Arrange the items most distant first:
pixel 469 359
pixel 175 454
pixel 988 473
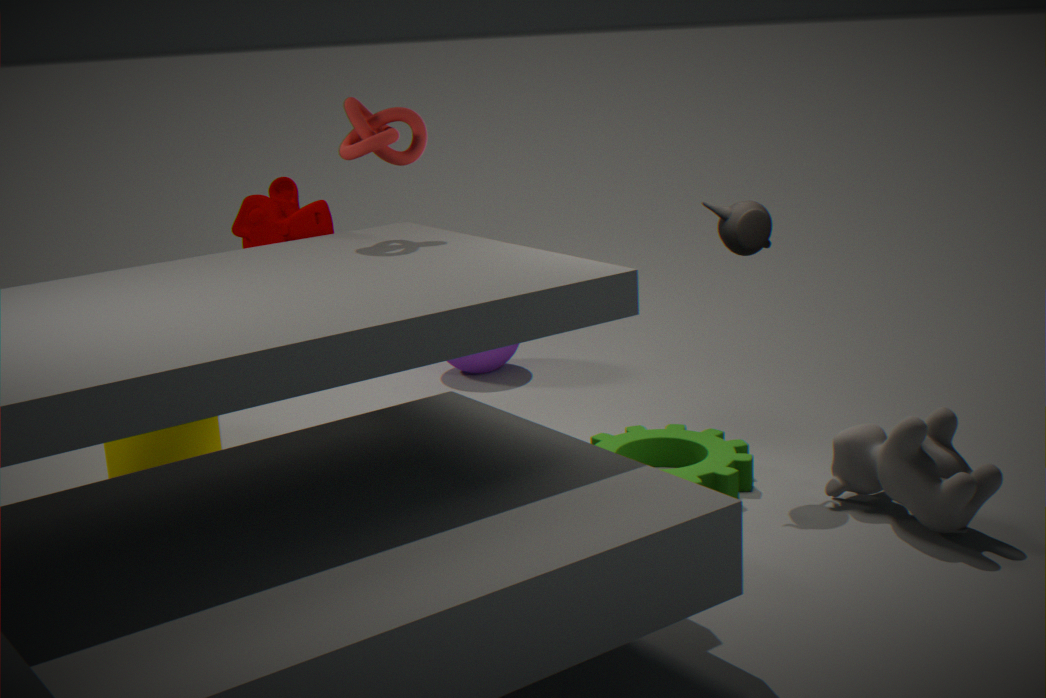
pixel 469 359 < pixel 175 454 < pixel 988 473
